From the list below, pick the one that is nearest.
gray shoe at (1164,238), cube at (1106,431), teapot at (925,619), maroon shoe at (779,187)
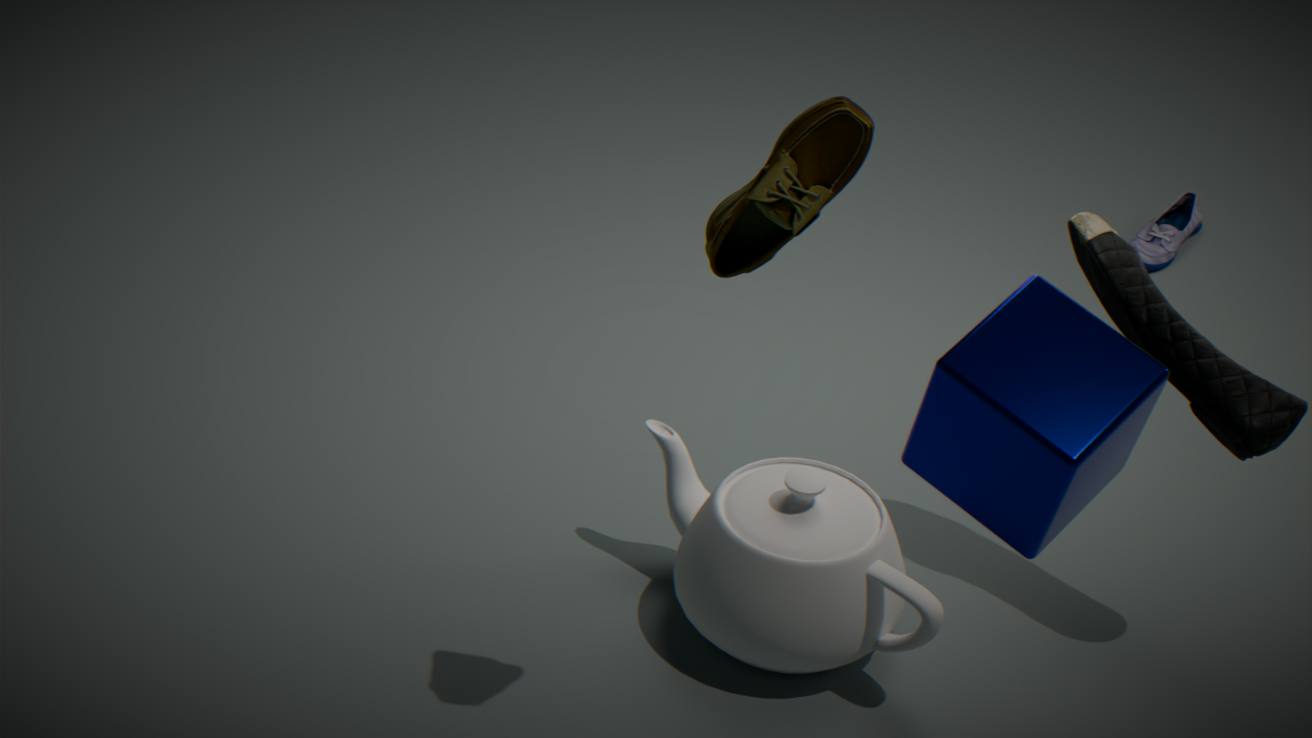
cube at (1106,431)
